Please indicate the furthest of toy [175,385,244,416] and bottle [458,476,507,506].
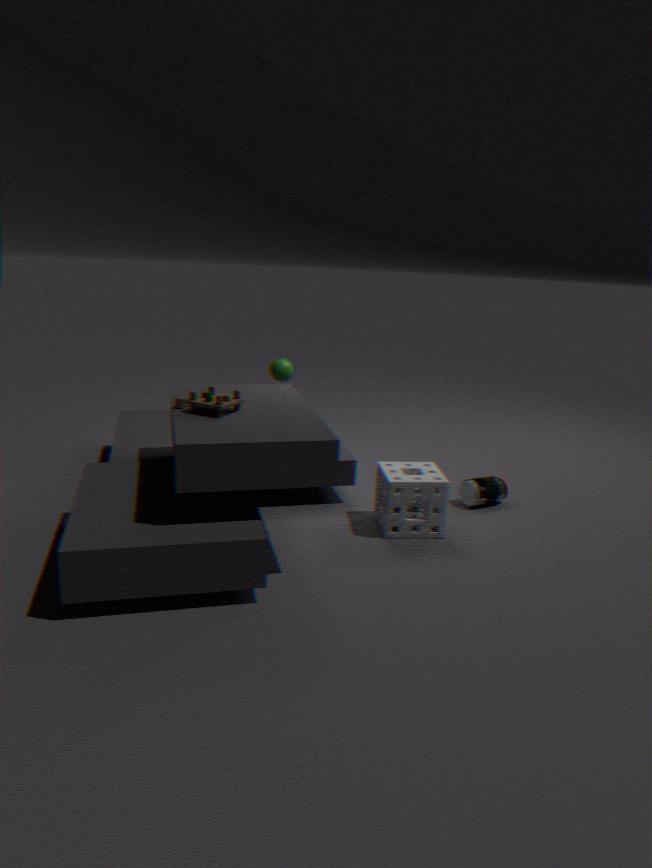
bottle [458,476,507,506]
